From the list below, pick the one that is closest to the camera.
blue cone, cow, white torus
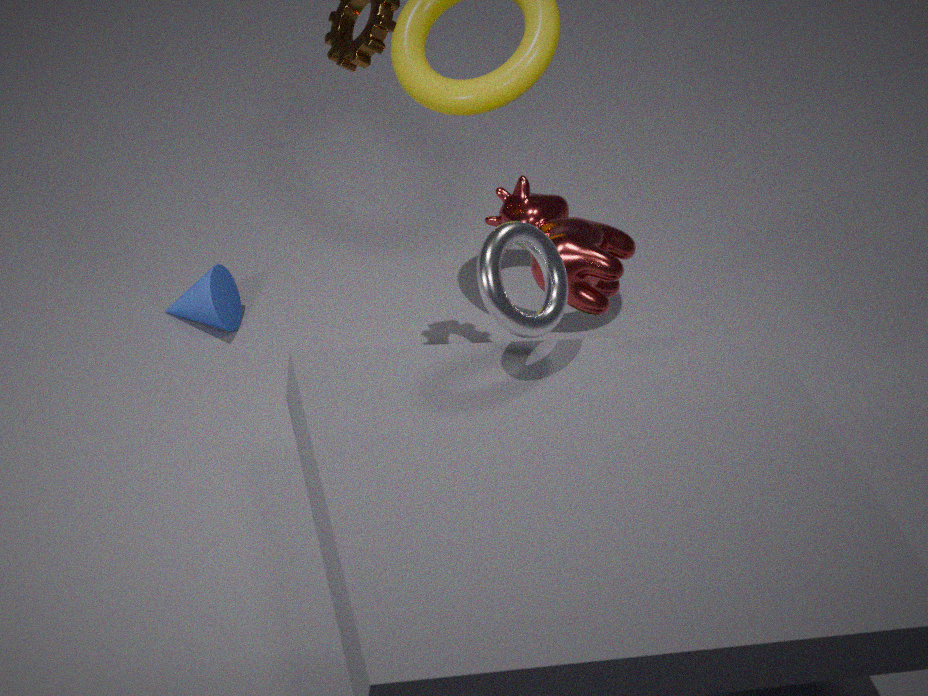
white torus
